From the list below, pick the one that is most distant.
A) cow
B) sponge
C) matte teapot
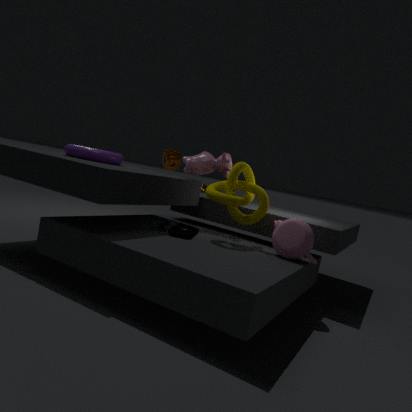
sponge
